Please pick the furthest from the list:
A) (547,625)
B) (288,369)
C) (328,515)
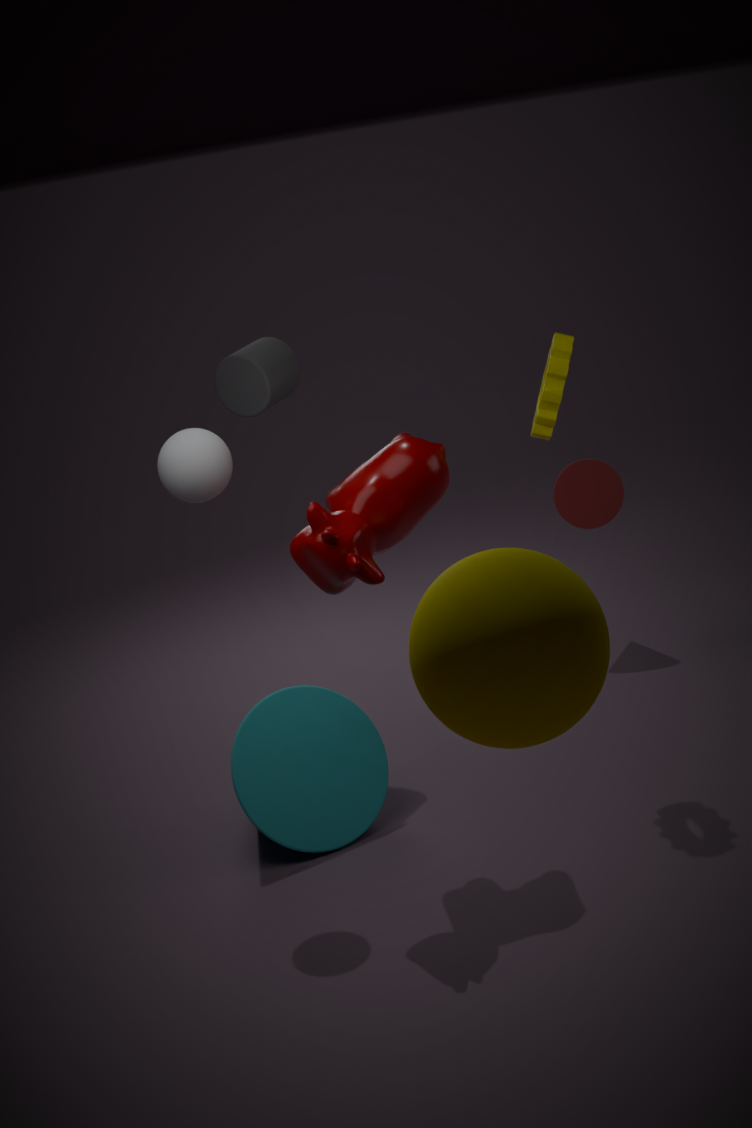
(288,369)
